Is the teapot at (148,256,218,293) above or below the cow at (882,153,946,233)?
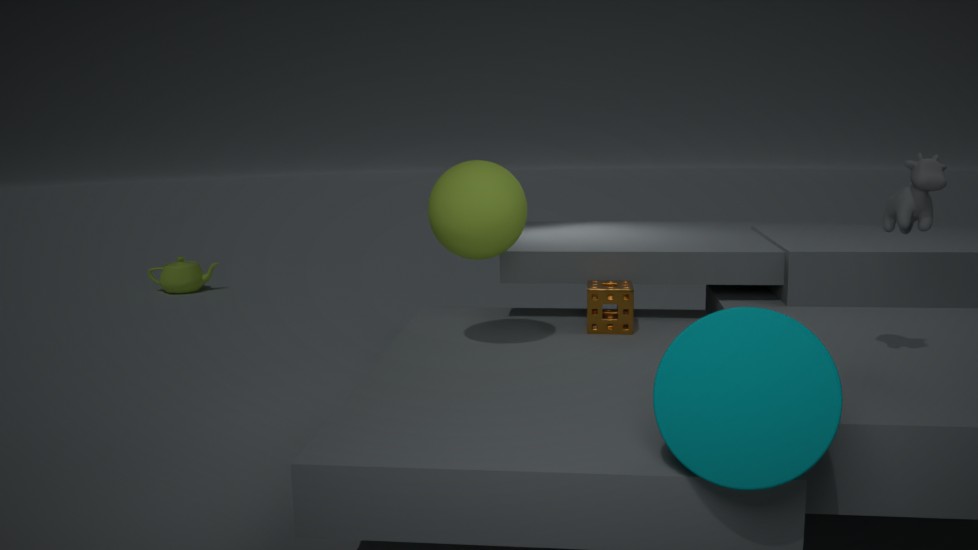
below
